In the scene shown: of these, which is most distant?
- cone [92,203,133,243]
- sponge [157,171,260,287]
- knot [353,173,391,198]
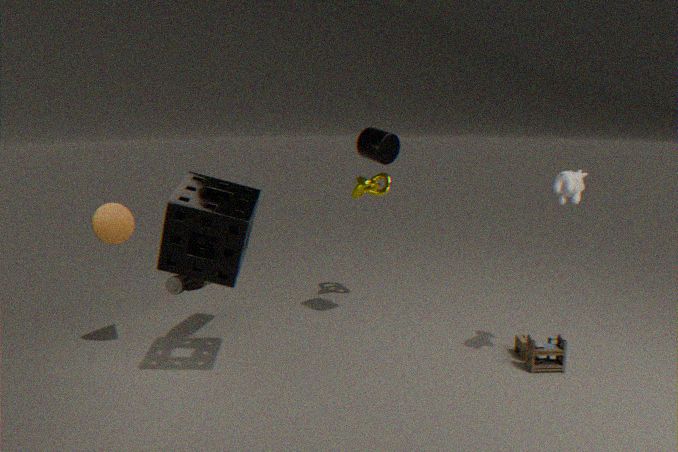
knot [353,173,391,198]
